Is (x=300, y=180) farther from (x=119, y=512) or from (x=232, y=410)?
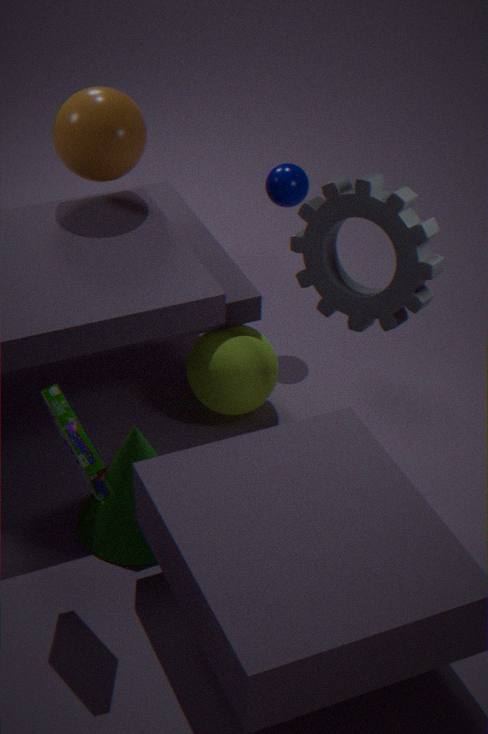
(x=119, y=512)
